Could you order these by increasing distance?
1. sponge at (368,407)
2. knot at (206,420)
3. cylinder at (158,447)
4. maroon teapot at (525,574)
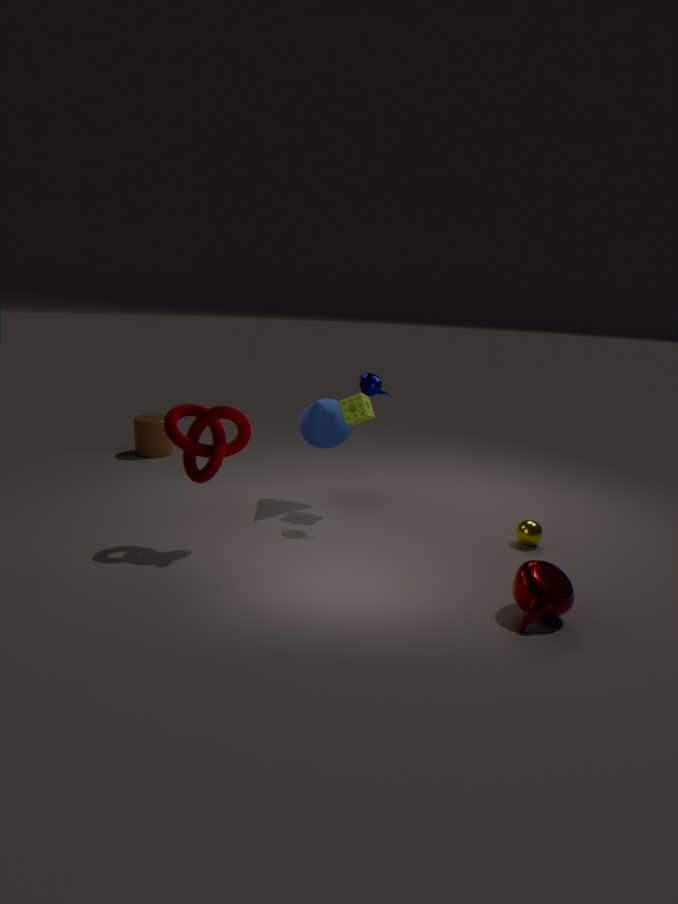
1. maroon teapot at (525,574)
2. knot at (206,420)
3. sponge at (368,407)
4. cylinder at (158,447)
